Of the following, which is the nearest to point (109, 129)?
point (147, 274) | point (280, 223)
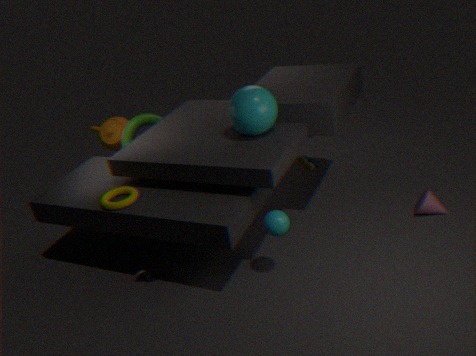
point (147, 274)
